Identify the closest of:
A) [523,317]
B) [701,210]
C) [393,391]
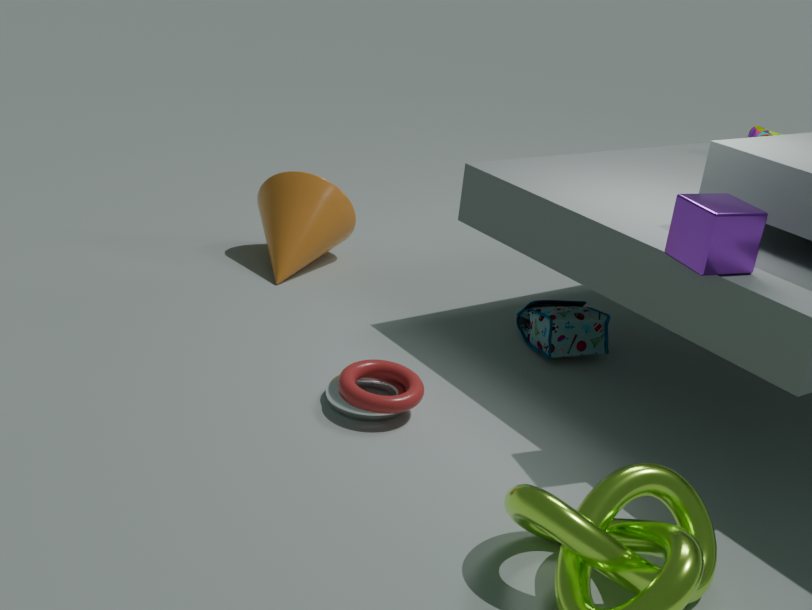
[701,210]
